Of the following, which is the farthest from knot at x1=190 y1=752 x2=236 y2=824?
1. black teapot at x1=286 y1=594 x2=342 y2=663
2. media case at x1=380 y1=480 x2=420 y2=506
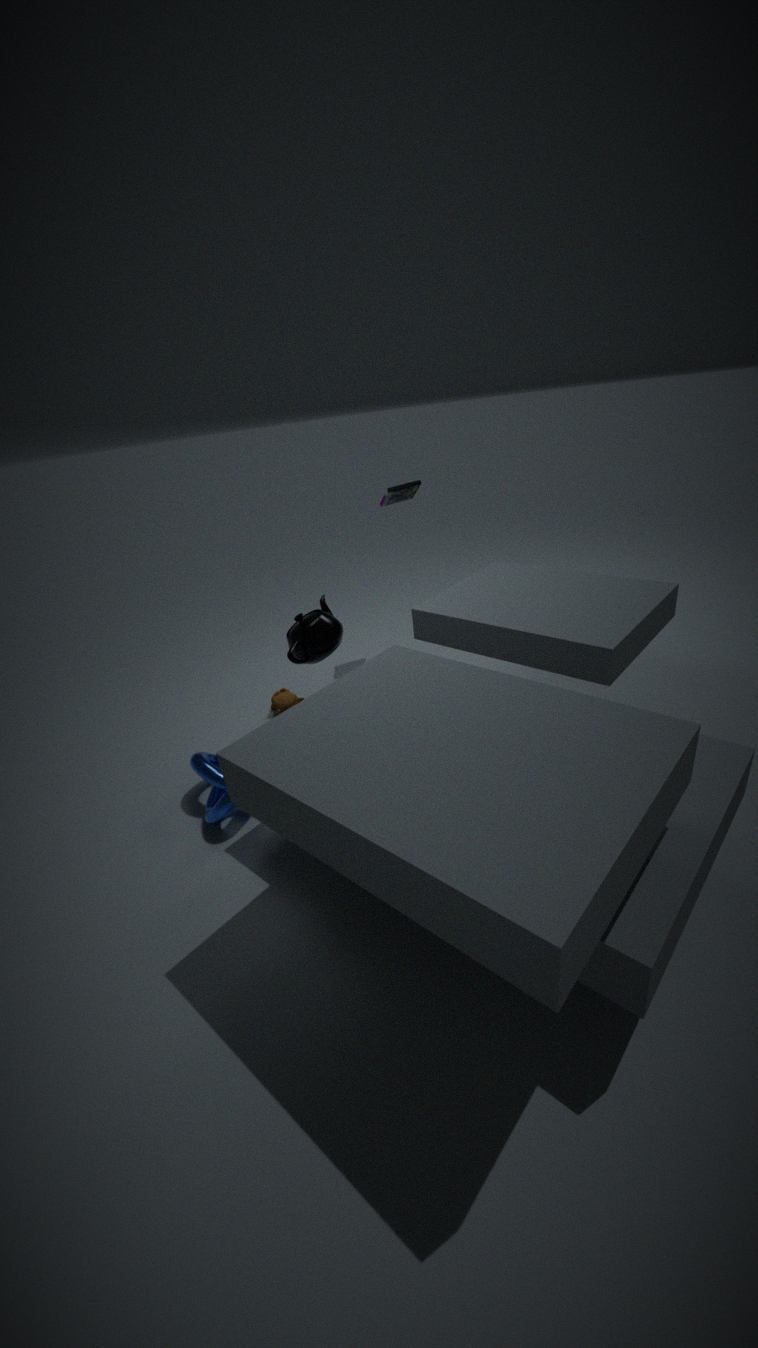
media case at x1=380 y1=480 x2=420 y2=506
